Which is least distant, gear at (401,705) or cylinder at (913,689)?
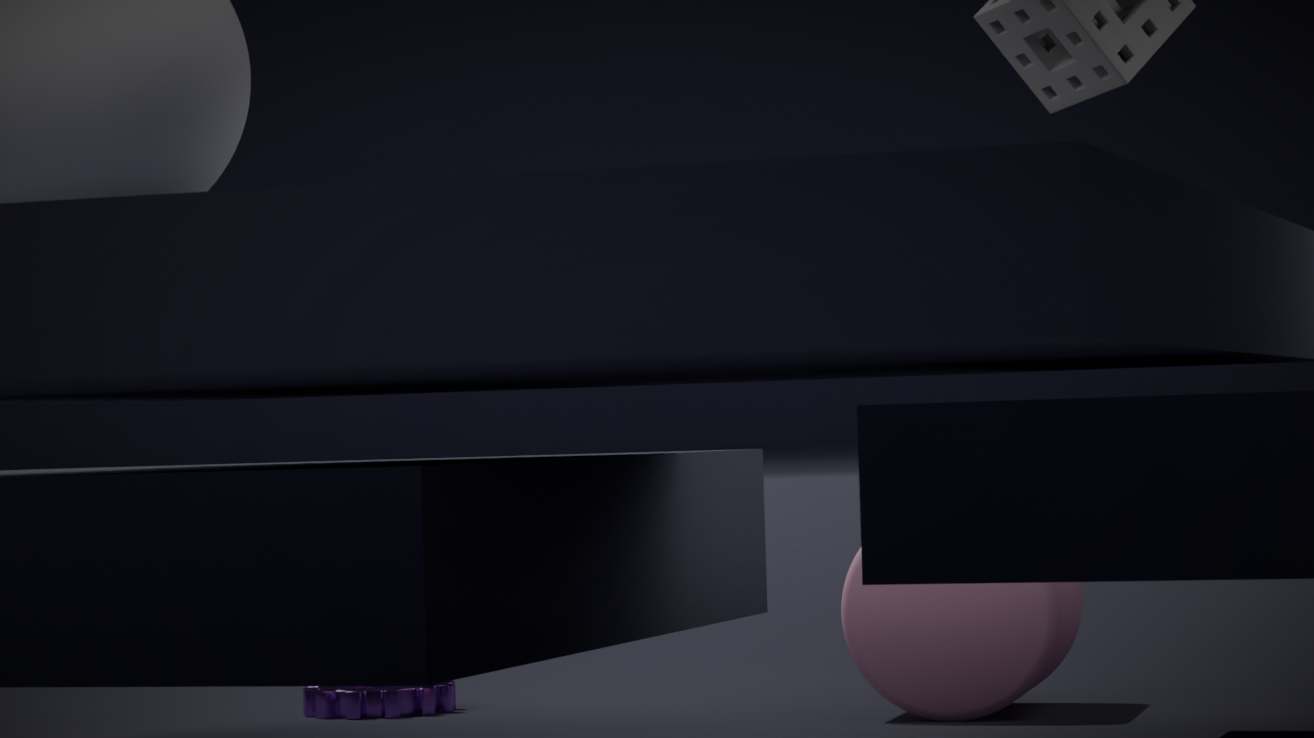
cylinder at (913,689)
